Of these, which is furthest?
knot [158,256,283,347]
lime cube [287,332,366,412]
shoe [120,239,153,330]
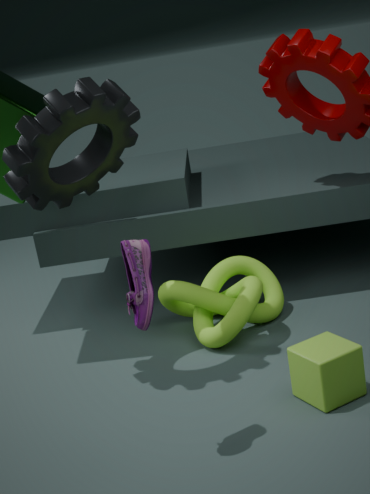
knot [158,256,283,347]
